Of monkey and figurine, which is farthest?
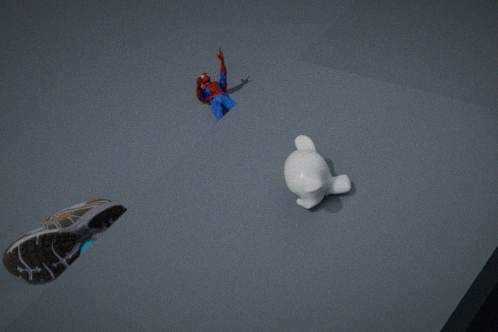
figurine
